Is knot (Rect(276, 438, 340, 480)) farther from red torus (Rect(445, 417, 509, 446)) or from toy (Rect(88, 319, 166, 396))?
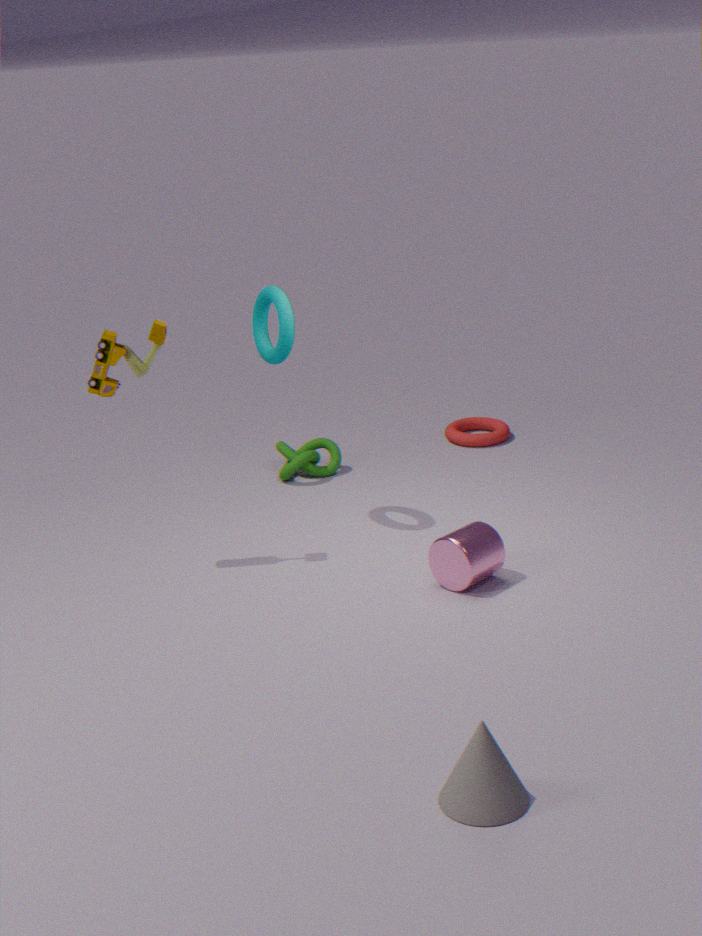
toy (Rect(88, 319, 166, 396))
